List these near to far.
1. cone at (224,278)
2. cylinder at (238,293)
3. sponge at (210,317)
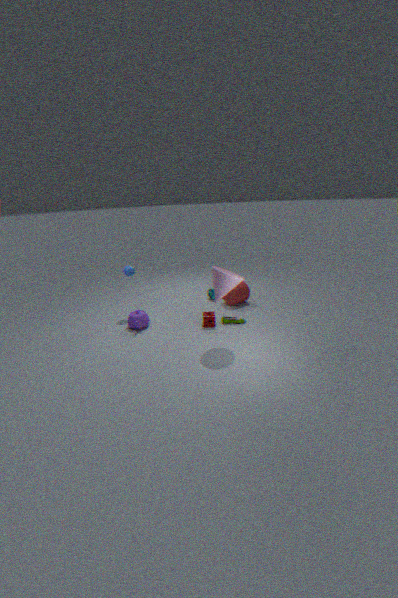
cone at (224,278) < sponge at (210,317) < cylinder at (238,293)
